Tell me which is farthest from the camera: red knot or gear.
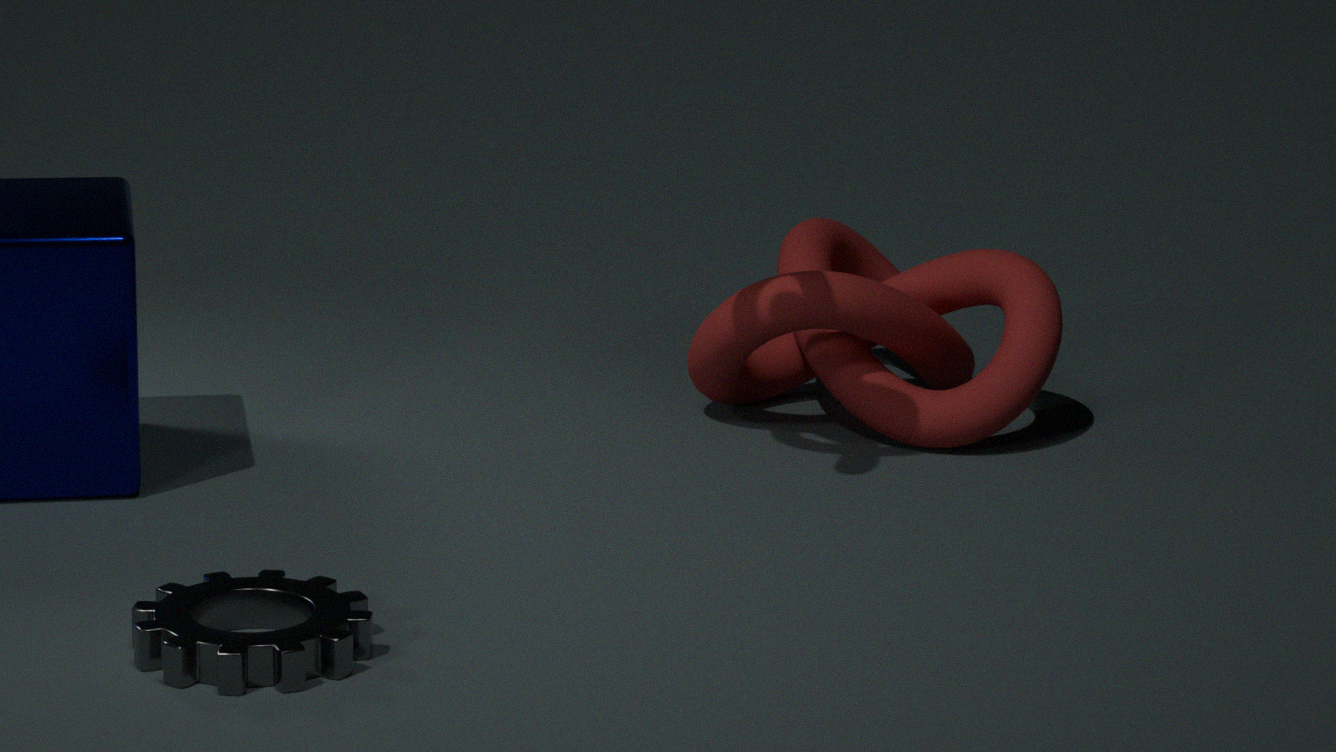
red knot
